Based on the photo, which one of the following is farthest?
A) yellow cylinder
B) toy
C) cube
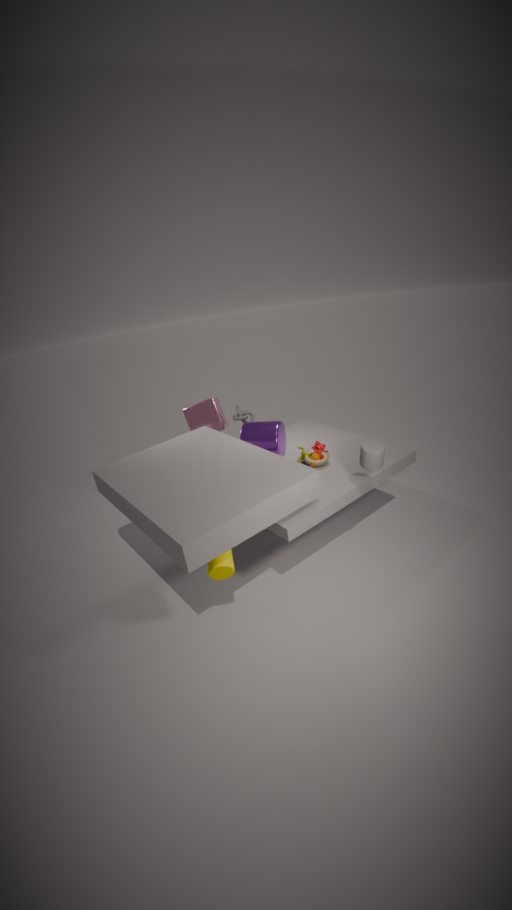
cube
